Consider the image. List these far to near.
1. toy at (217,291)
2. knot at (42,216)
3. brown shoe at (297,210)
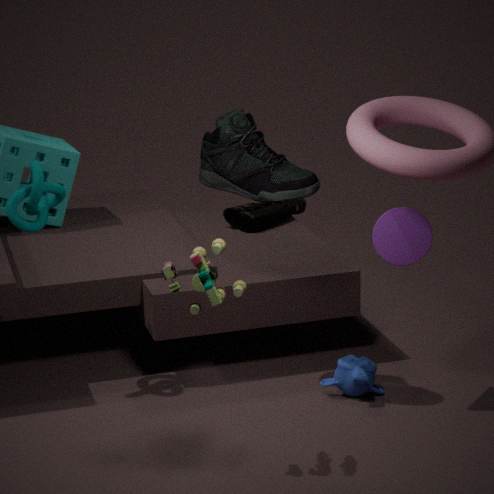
brown shoe at (297,210) → knot at (42,216) → toy at (217,291)
